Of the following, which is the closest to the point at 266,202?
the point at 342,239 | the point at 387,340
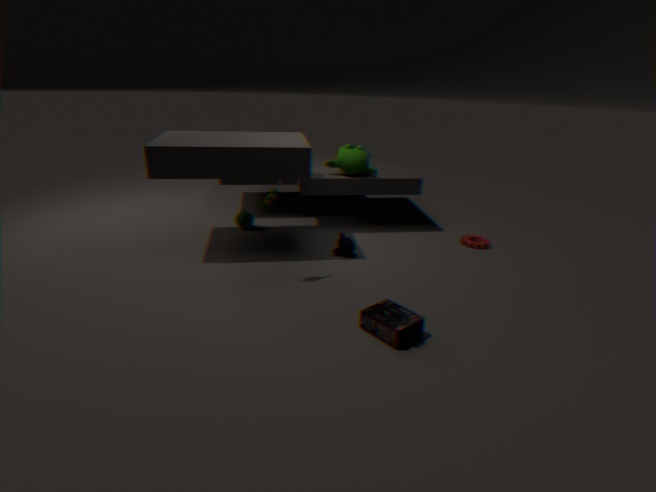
the point at 342,239
